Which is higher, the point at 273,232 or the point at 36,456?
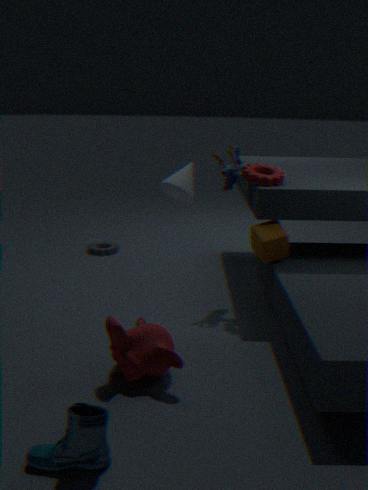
the point at 273,232
